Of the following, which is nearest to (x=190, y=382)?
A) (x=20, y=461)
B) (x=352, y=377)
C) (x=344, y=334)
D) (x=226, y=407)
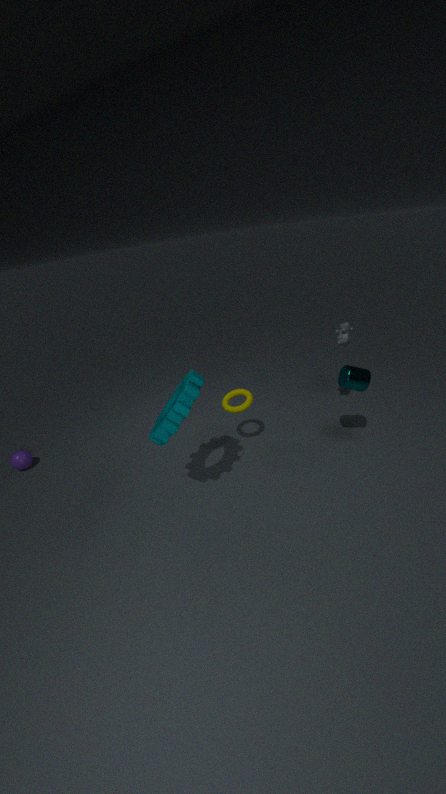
(x=226, y=407)
